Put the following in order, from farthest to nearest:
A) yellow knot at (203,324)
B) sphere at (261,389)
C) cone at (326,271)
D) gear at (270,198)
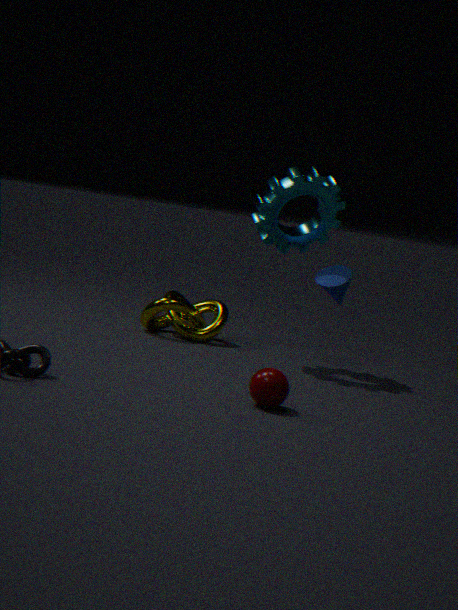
1. yellow knot at (203,324)
2. cone at (326,271)
3. gear at (270,198)
4. sphere at (261,389)
